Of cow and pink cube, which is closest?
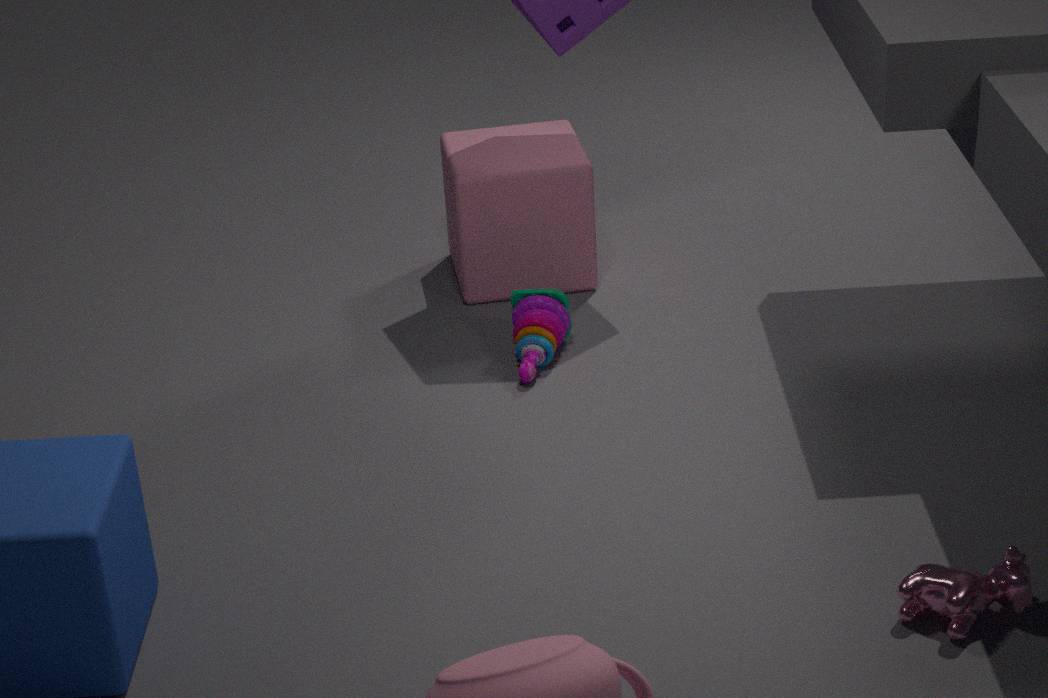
cow
